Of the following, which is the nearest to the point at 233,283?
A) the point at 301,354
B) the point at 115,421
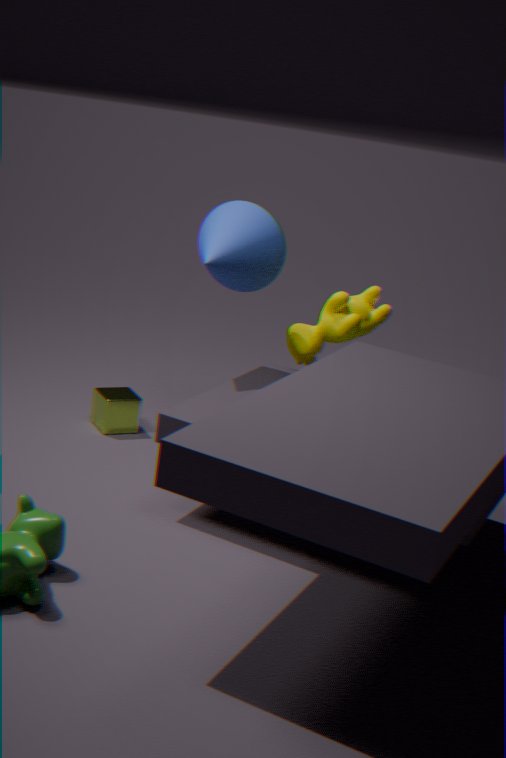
the point at 301,354
